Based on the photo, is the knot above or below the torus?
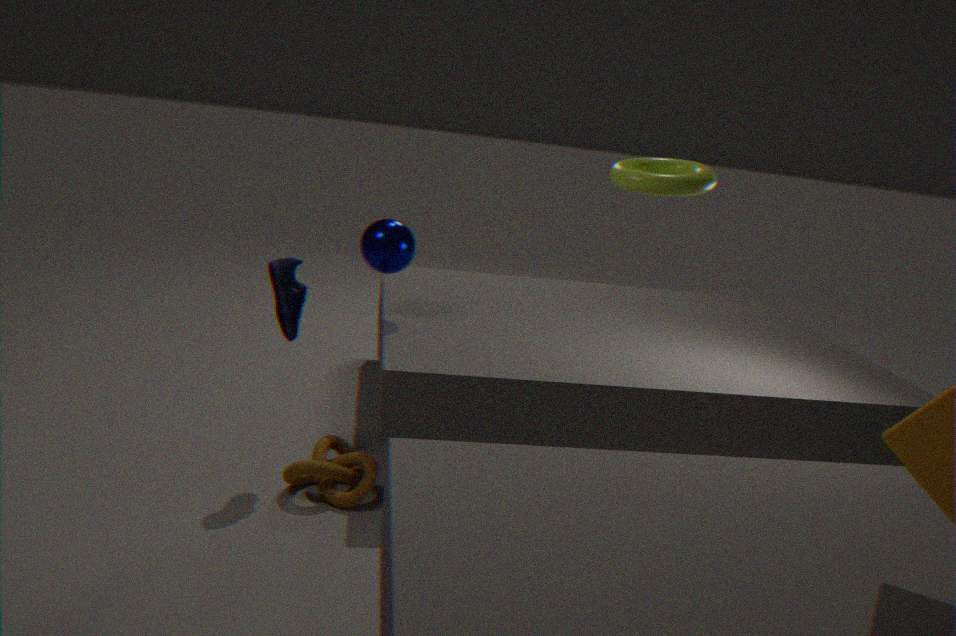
below
